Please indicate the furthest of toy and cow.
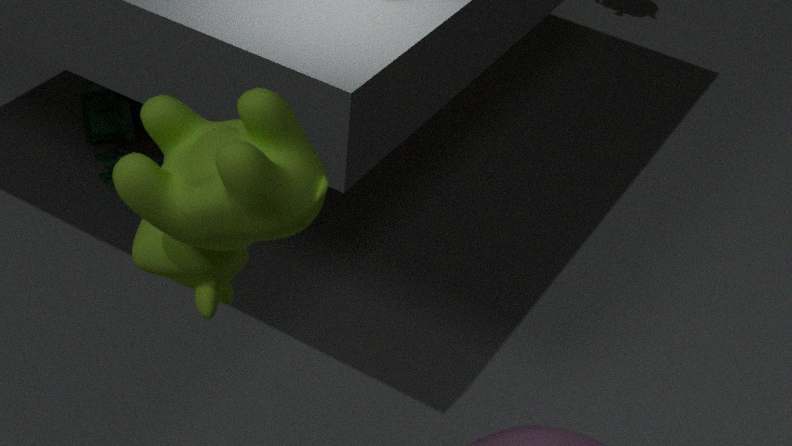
toy
